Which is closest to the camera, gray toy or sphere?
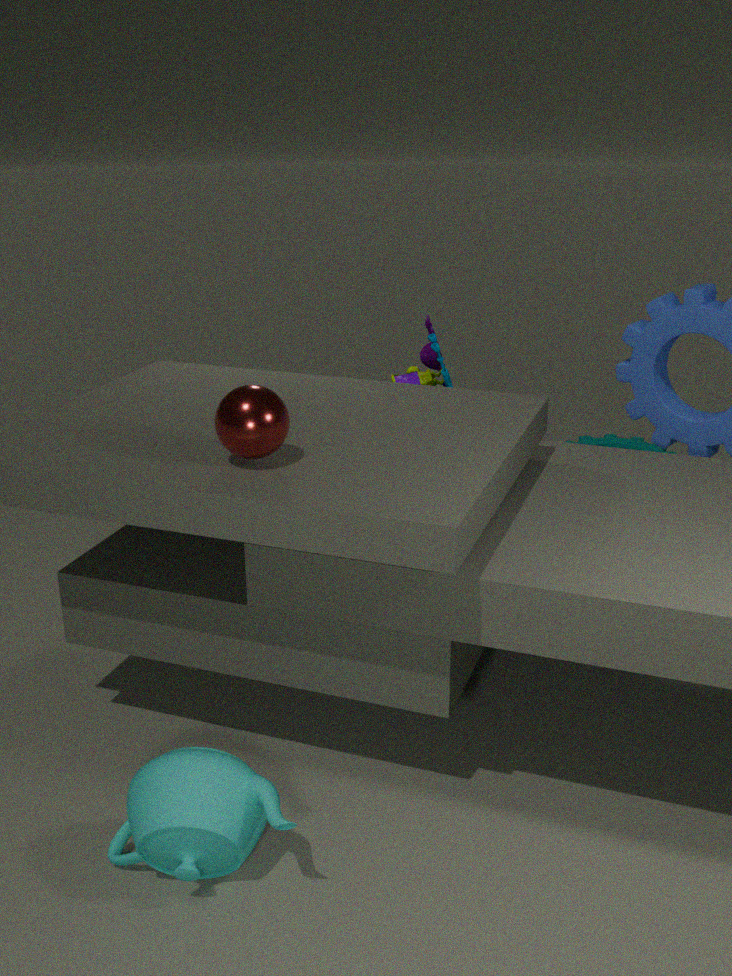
sphere
